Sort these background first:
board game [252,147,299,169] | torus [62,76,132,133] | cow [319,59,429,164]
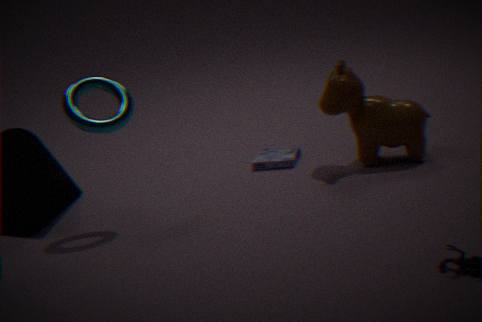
board game [252,147,299,169]
cow [319,59,429,164]
torus [62,76,132,133]
